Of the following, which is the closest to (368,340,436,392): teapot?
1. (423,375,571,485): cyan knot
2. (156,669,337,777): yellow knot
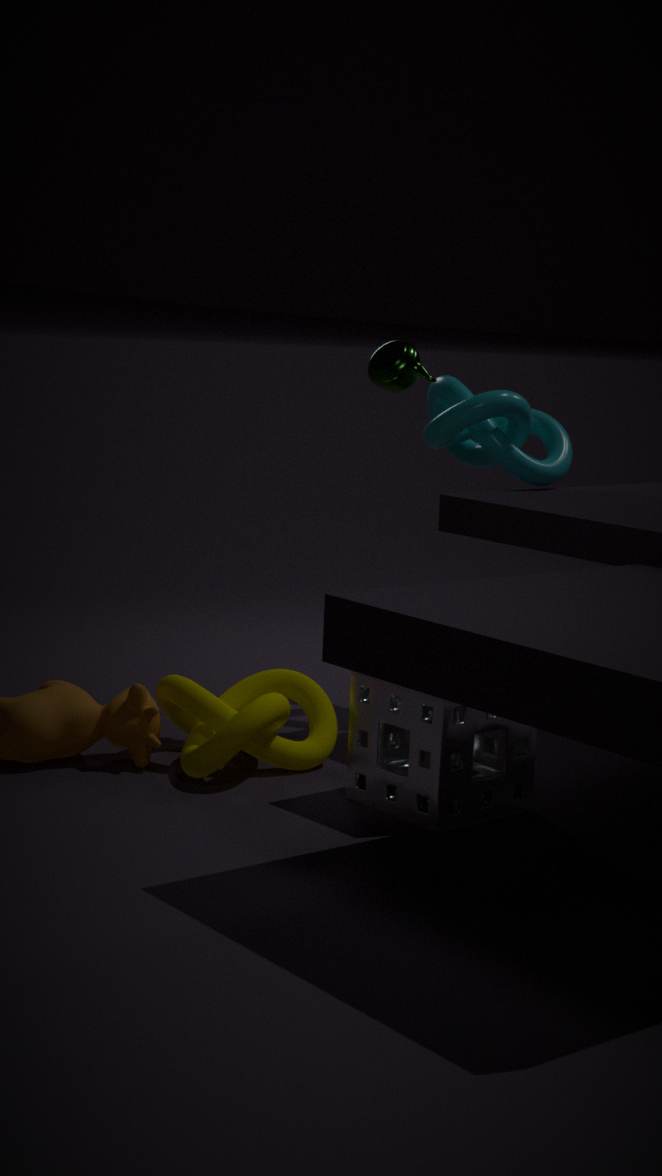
(423,375,571,485): cyan knot
